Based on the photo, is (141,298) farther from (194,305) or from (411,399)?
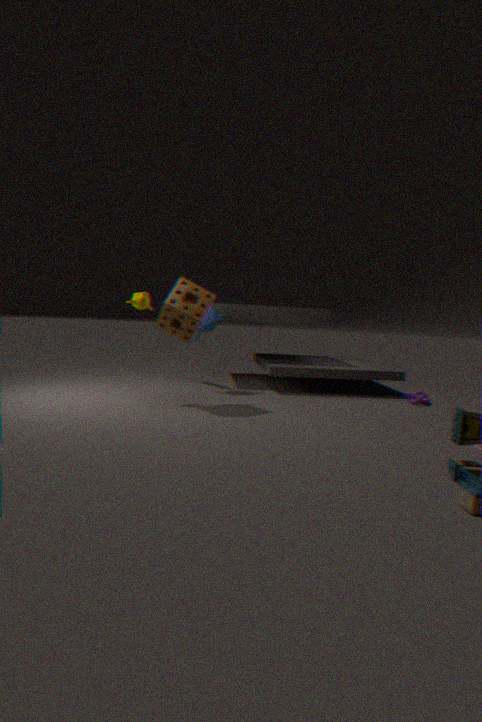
(411,399)
